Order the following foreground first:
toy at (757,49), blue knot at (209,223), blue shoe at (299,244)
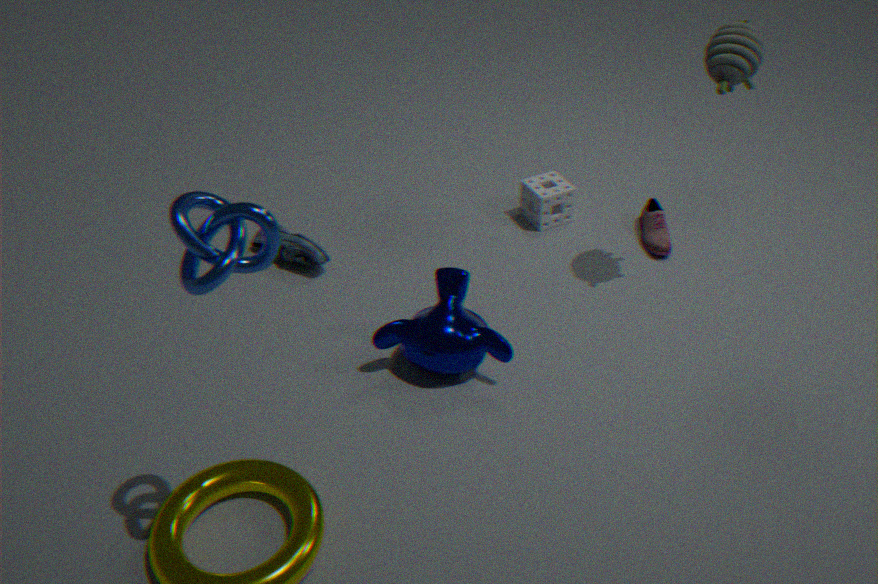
blue knot at (209,223) < toy at (757,49) < blue shoe at (299,244)
